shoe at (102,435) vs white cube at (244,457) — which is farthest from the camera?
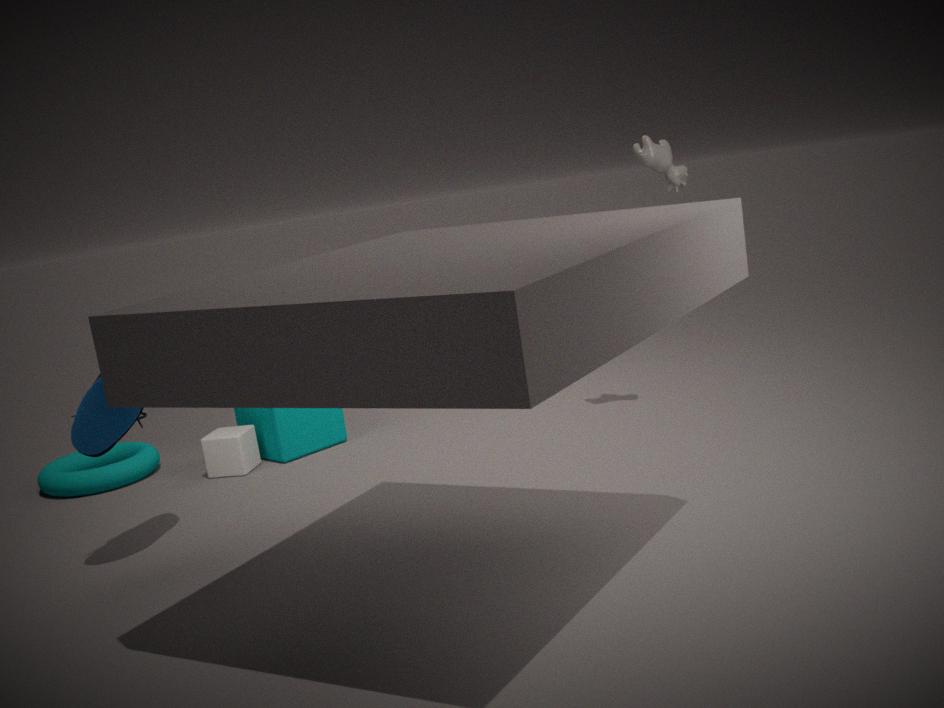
white cube at (244,457)
